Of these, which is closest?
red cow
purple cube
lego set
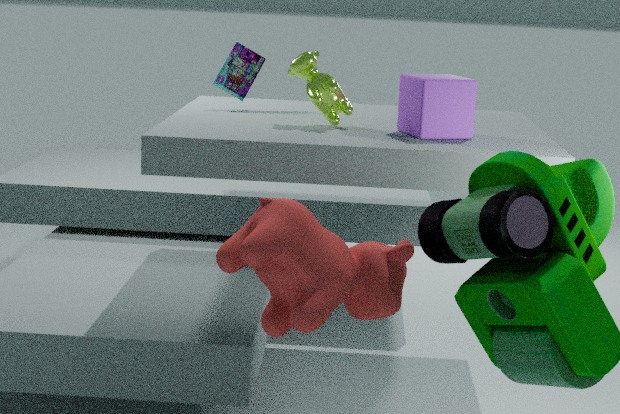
red cow
